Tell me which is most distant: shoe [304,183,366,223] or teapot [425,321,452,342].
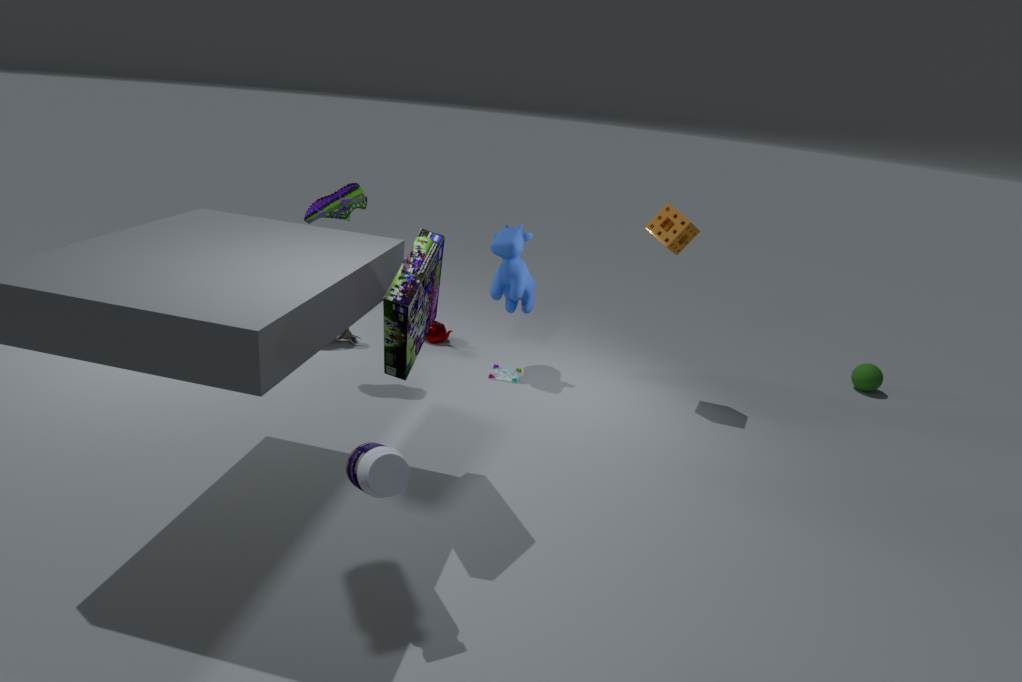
teapot [425,321,452,342]
